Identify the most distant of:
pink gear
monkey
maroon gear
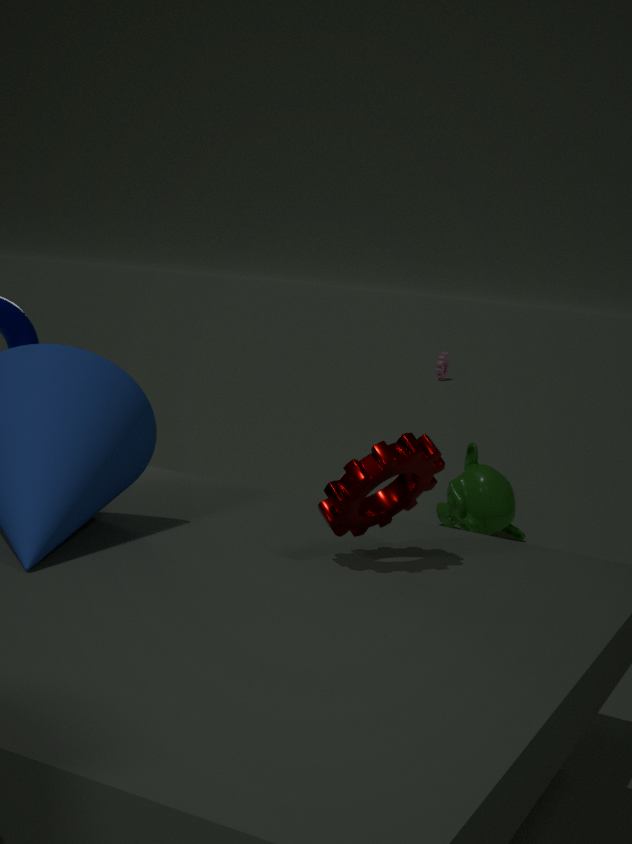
pink gear
